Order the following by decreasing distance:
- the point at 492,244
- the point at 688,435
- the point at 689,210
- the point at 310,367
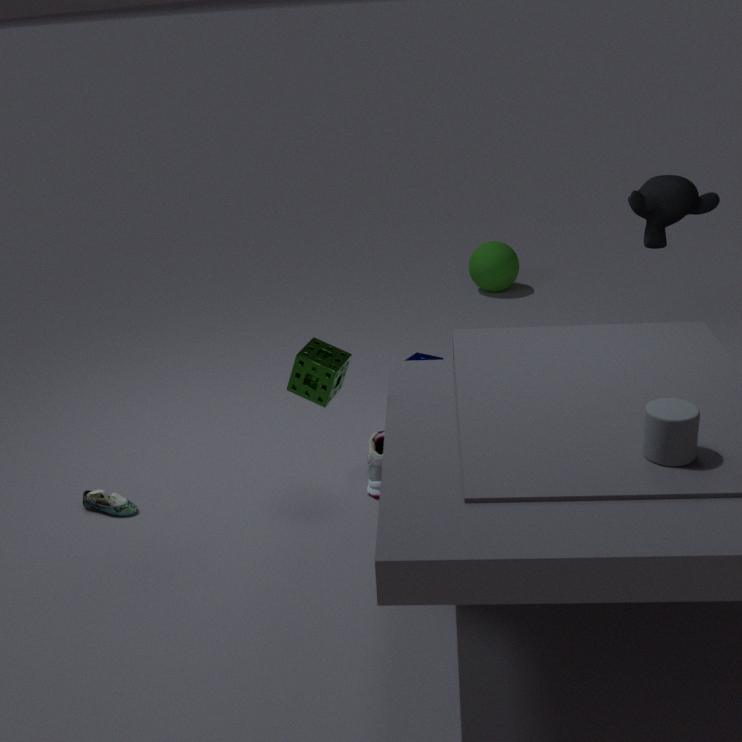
the point at 492,244 < the point at 689,210 < the point at 310,367 < the point at 688,435
